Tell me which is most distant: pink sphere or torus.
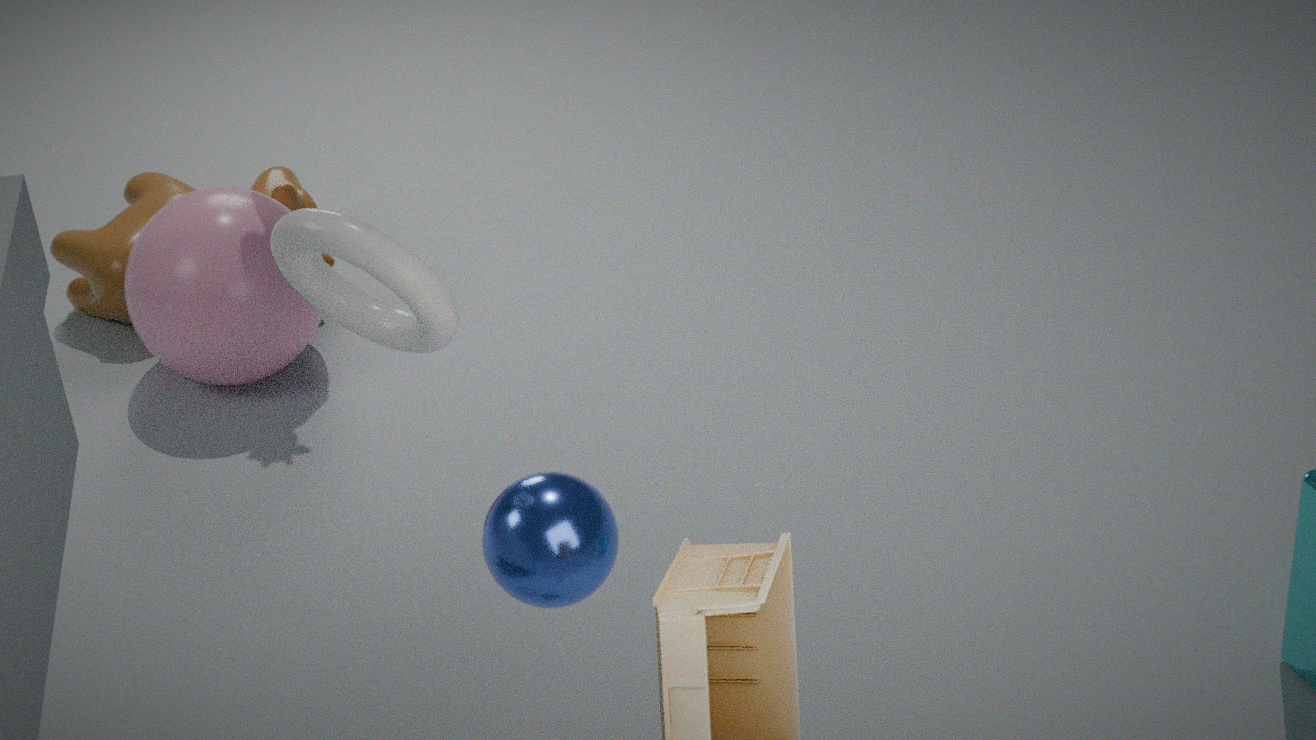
pink sphere
